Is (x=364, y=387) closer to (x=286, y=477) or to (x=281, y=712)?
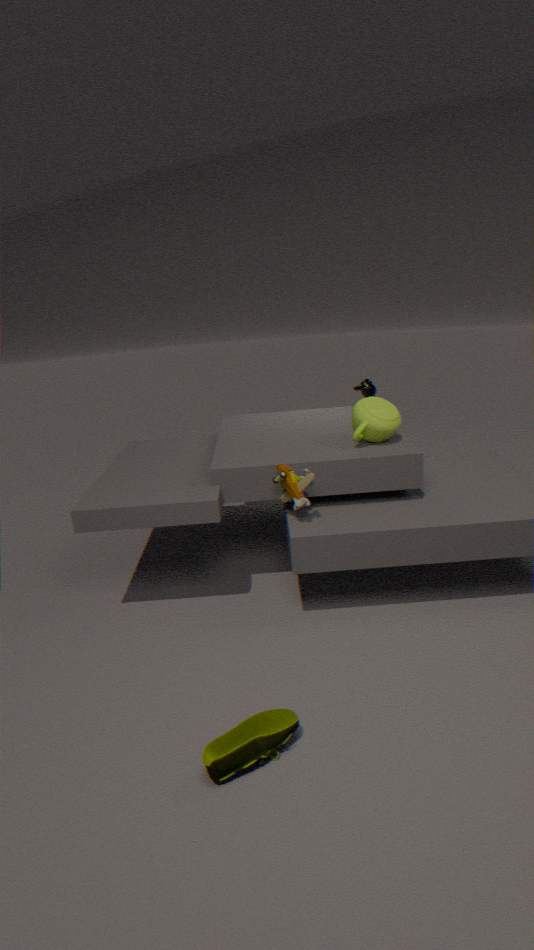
(x=286, y=477)
